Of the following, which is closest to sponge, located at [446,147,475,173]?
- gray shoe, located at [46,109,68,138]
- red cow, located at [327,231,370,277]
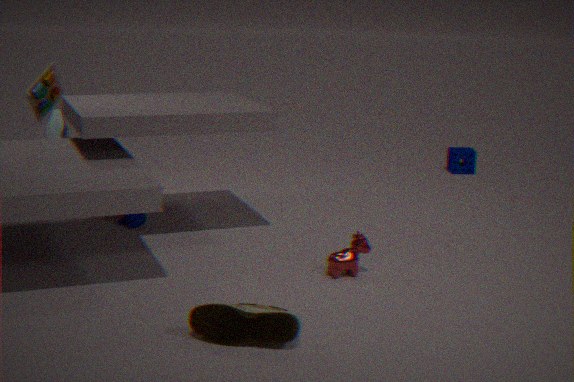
red cow, located at [327,231,370,277]
